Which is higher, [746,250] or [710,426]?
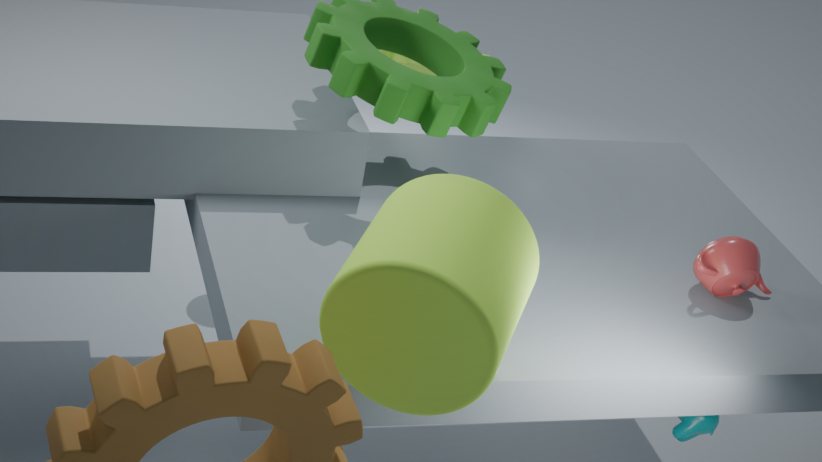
[746,250]
